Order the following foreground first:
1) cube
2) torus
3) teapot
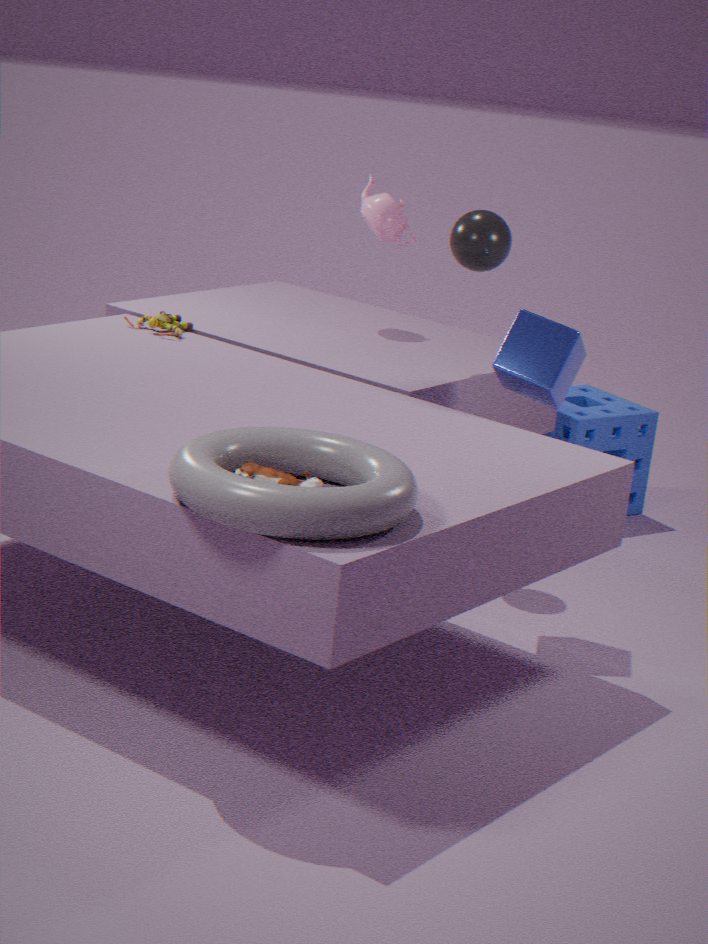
2. torus
1. cube
3. teapot
